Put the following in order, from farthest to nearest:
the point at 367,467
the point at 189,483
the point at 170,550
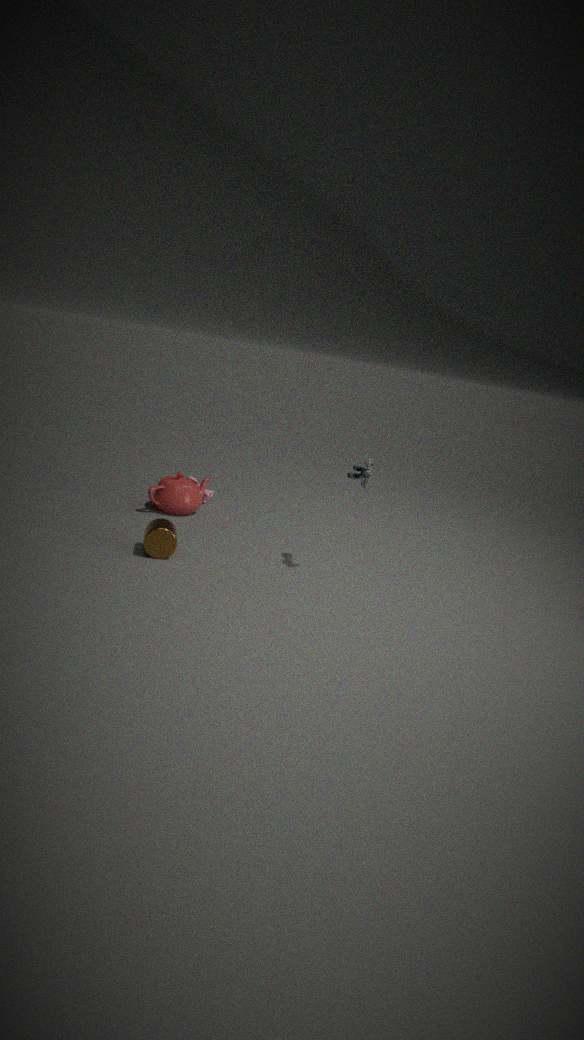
the point at 189,483 < the point at 170,550 < the point at 367,467
